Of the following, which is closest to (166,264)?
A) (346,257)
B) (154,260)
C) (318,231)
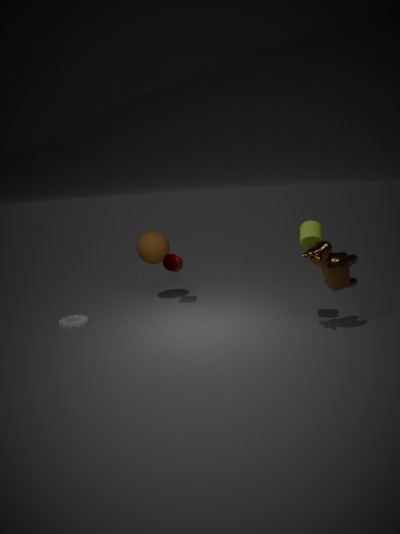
(154,260)
